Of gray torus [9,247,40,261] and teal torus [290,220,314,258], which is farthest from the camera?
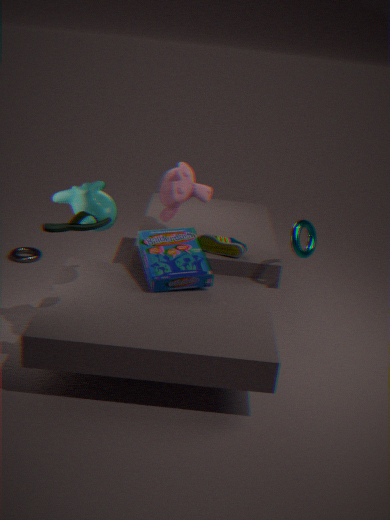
gray torus [9,247,40,261]
